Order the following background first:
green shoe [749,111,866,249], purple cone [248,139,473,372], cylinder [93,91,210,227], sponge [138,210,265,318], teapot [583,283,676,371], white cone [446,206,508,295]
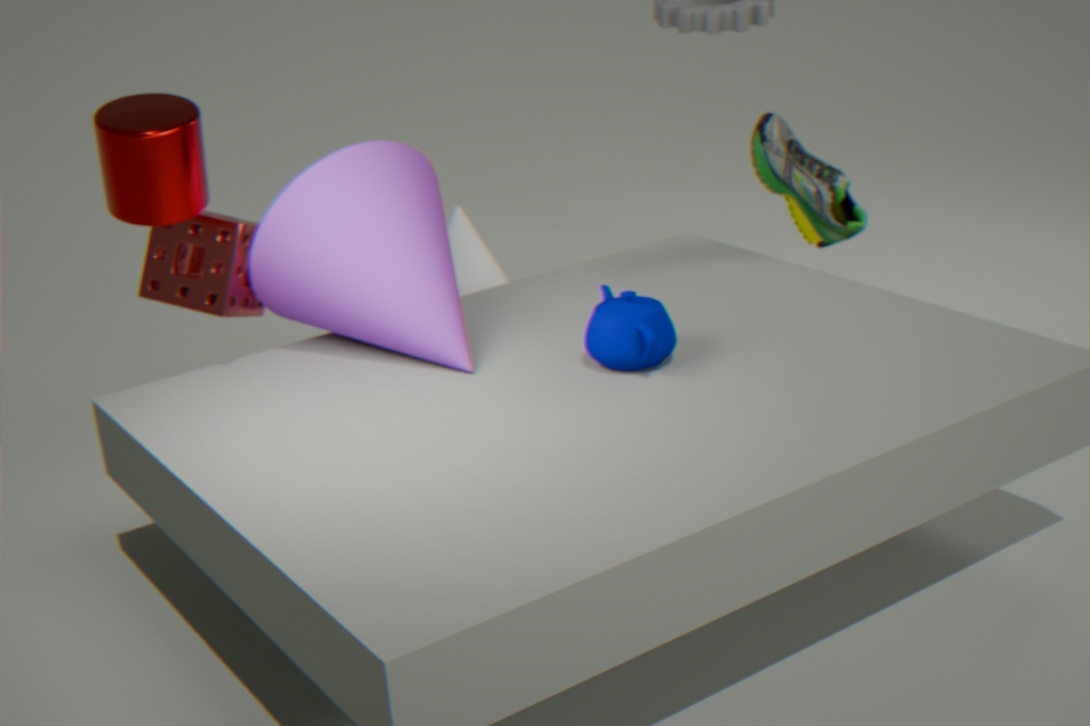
1. white cone [446,206,508,295]
2. green shoe [749,111,866,249]
3. sponge [138,210,265,318]
4. purple cone [248,139,473,372]
5. teapot [583,283,676,371]
6. cylinder [93,91,210,227]
